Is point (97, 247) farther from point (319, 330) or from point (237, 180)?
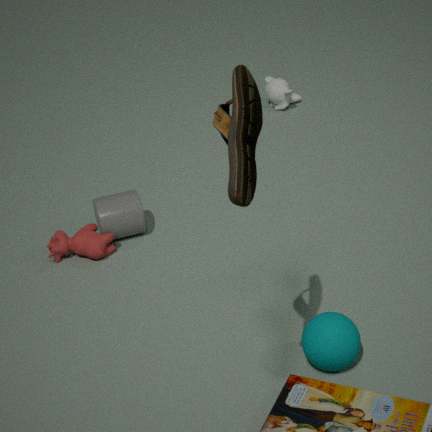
point (237, 180)
